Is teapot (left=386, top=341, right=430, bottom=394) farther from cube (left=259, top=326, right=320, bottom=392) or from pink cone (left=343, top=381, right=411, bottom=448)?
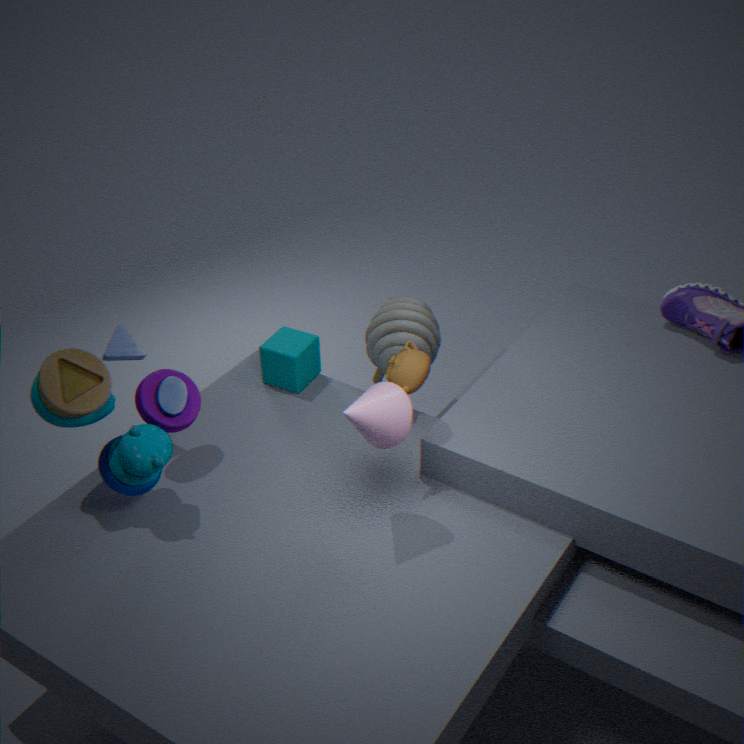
cube (left=259, top=326, right=320, bottom=392)
